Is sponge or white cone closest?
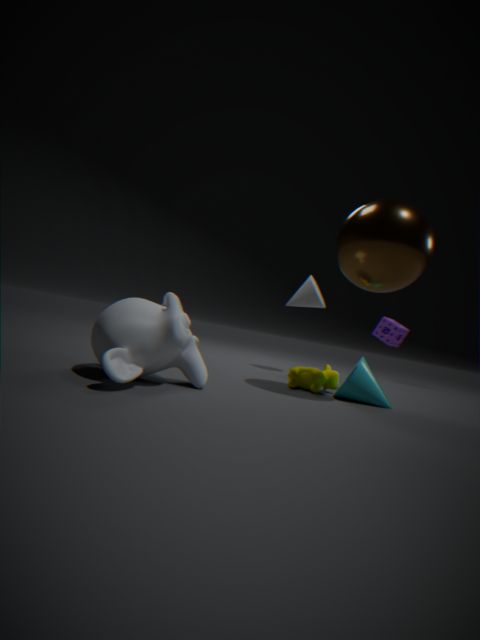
white cone
